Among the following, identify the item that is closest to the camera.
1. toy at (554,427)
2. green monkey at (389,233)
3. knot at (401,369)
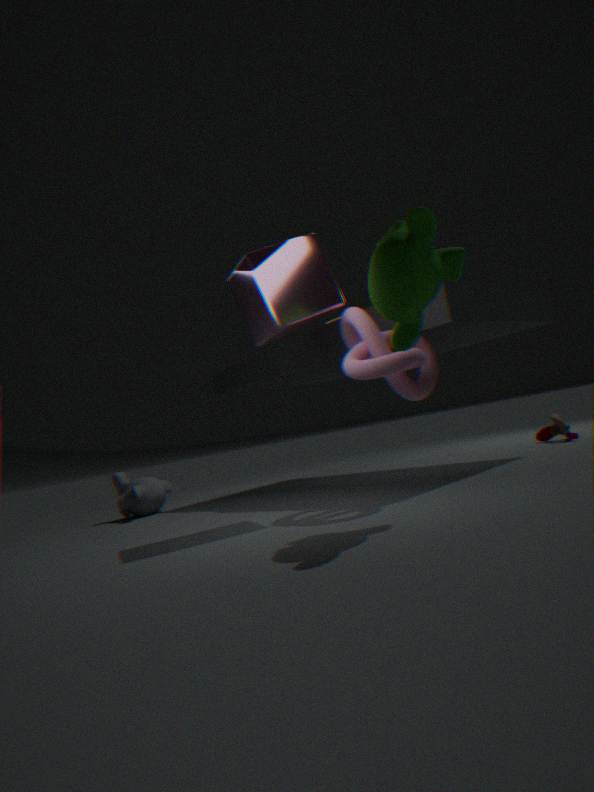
green monkey at (389,233)
